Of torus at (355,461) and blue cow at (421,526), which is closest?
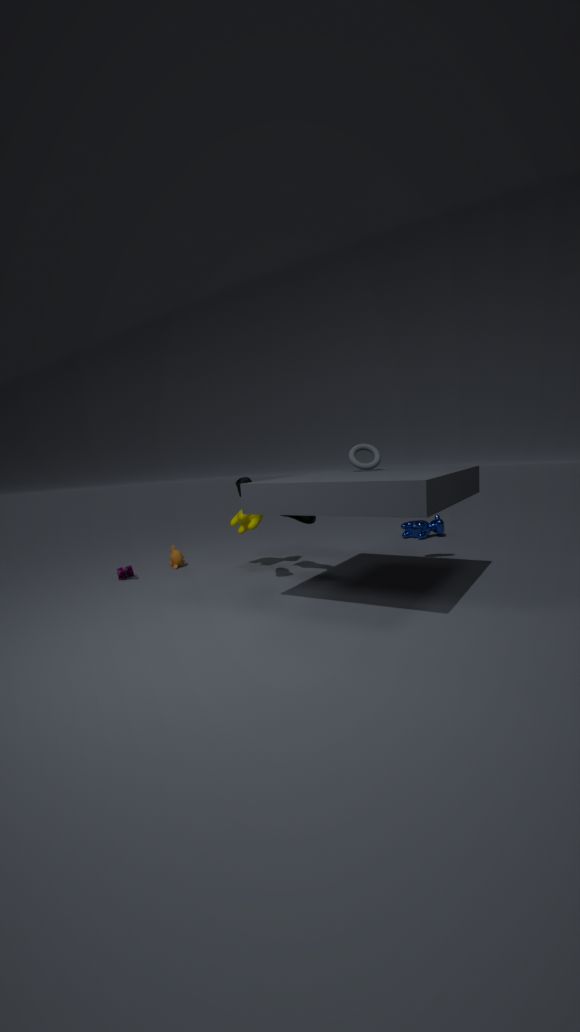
torus at (355,461)
